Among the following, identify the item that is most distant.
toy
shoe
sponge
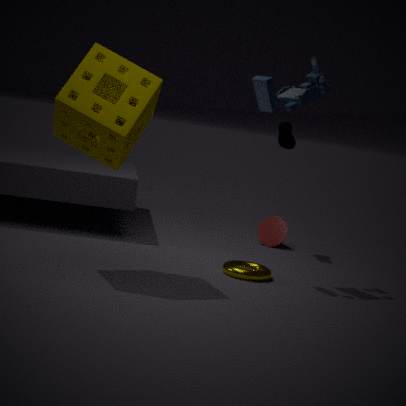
shoe
